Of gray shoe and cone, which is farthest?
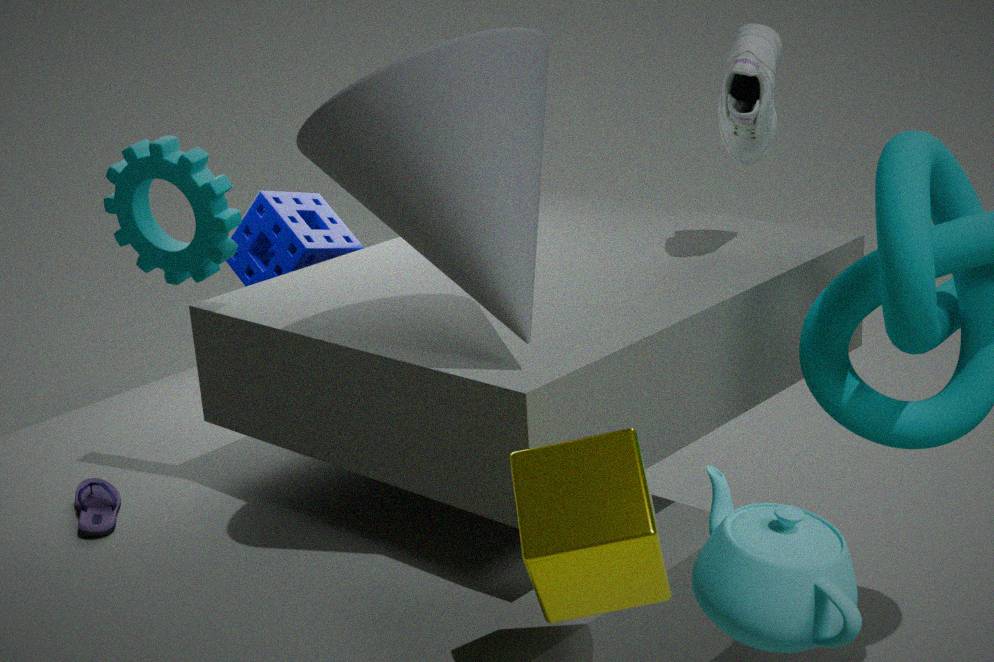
gray shoe
